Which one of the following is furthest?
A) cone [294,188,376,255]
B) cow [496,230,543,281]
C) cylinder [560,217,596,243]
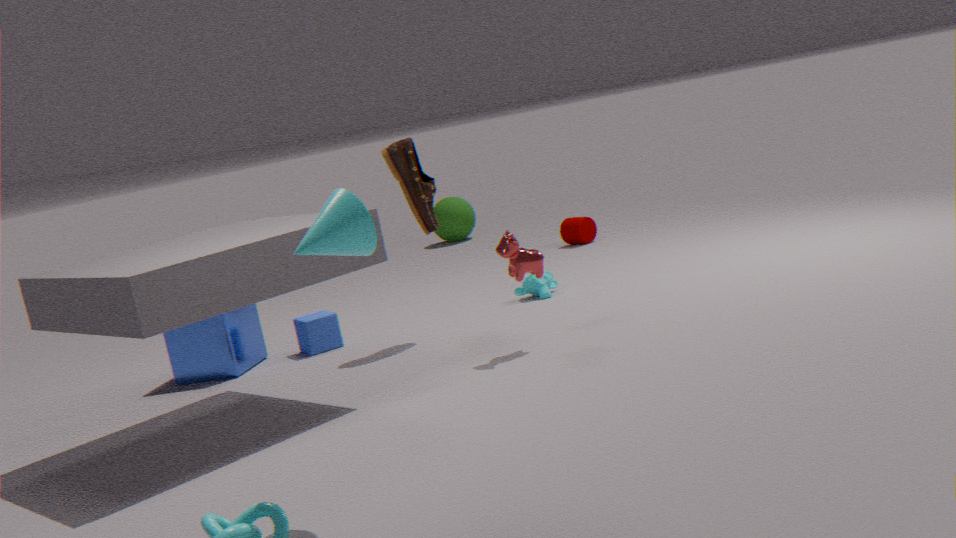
cylinder [560,217,596,243]
